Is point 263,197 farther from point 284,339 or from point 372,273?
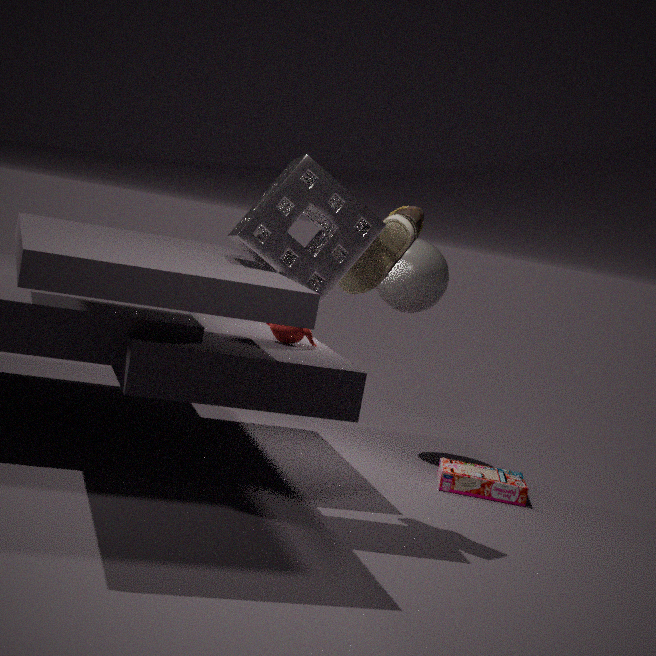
point 284,339
